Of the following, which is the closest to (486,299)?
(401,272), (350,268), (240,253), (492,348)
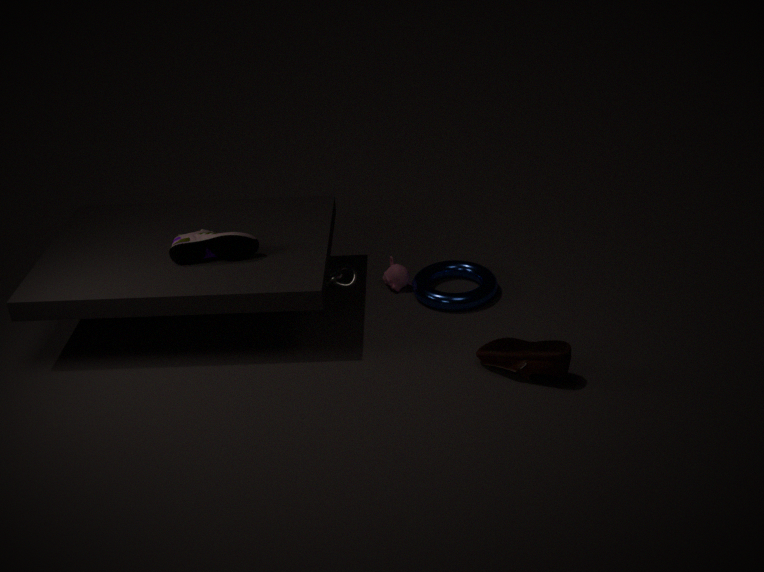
(401,272)
